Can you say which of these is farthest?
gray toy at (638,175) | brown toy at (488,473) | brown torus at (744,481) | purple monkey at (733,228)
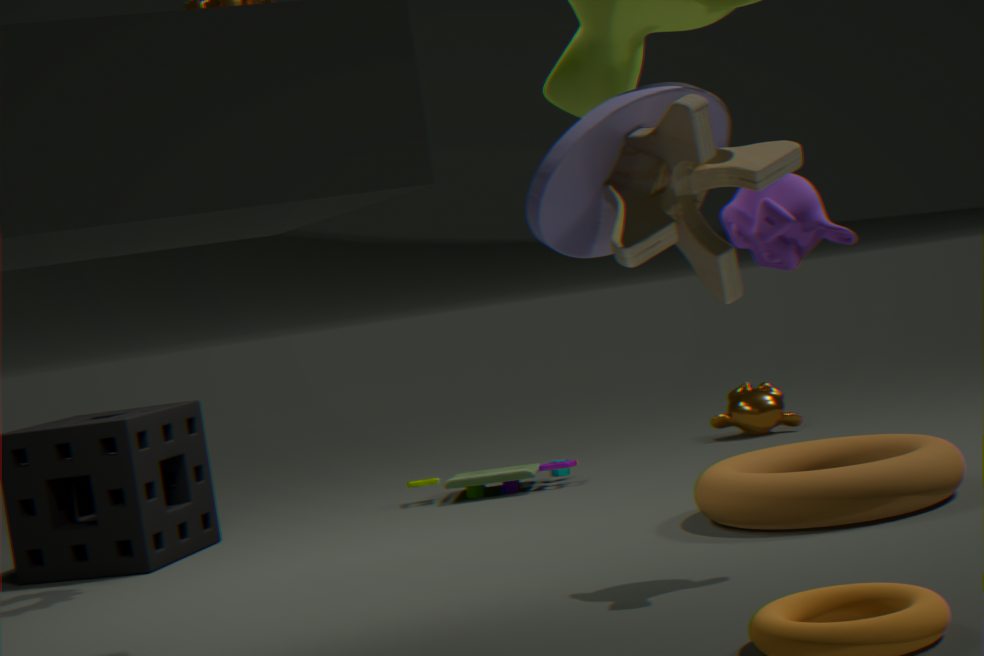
brown toy at (488,473)
